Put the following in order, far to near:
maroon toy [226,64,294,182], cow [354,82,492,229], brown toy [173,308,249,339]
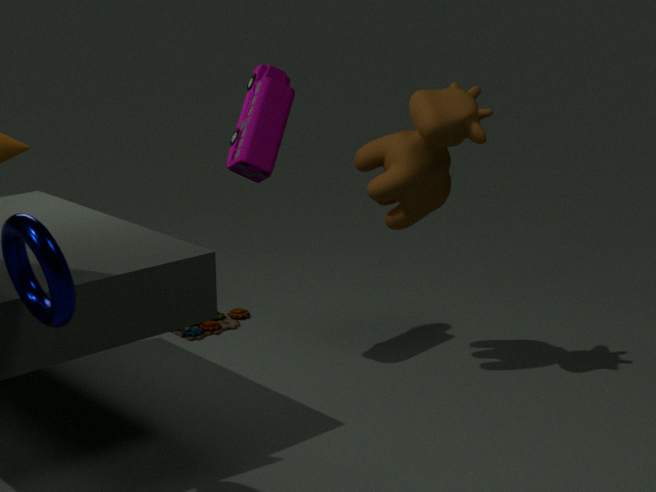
brown toy [173,308,249,339] < maroon toy [226,64,294,182] < cow [354,82,492,229]
